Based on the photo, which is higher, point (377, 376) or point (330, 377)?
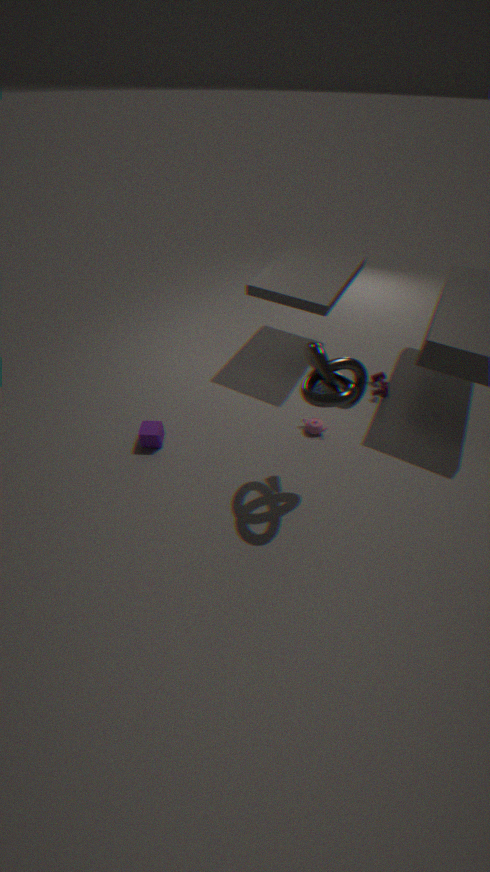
point (330, 377)
